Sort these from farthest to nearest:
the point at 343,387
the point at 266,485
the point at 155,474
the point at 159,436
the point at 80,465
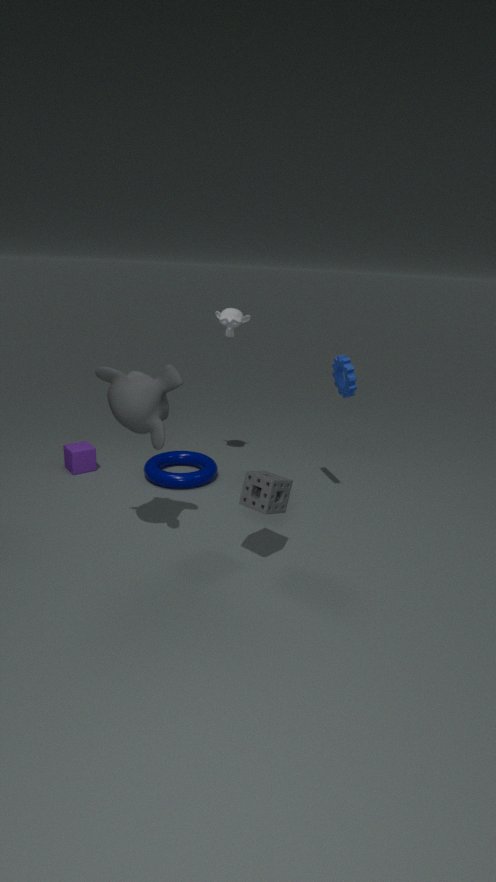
the point at 80,465 < the point at 155,474 < the point at 343,387 < the point at 159,436 < the point at 266,485
